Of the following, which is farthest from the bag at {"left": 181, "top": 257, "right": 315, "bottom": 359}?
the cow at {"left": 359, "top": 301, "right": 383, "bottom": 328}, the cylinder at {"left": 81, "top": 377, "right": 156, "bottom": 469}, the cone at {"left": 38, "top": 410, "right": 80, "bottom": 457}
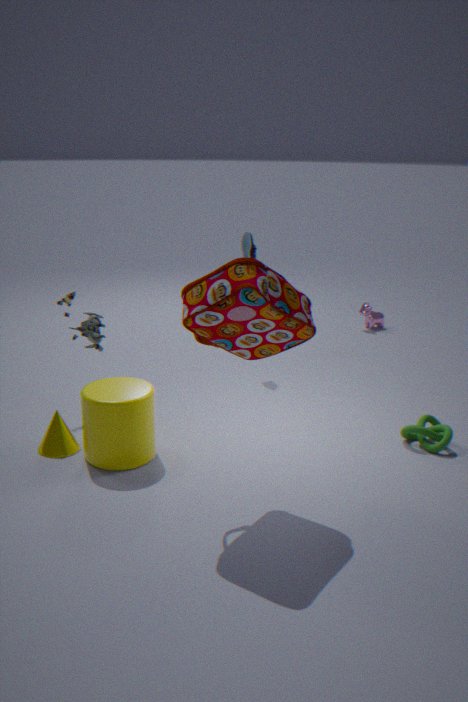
the cow at {"left": 359, "top": 301, "right": 383, "bottom": 328}
